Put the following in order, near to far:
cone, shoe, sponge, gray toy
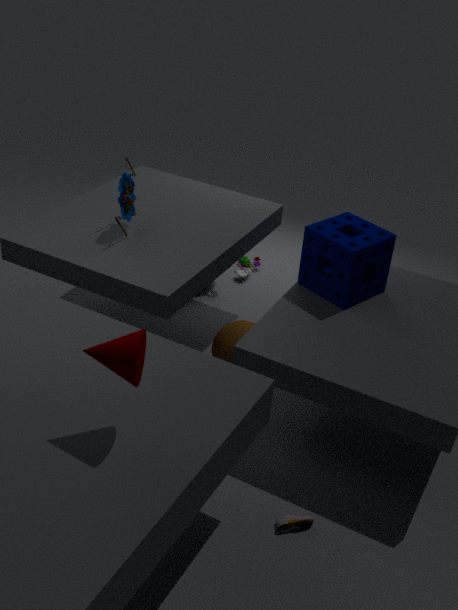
cone → shoe → sponge → gray toy
